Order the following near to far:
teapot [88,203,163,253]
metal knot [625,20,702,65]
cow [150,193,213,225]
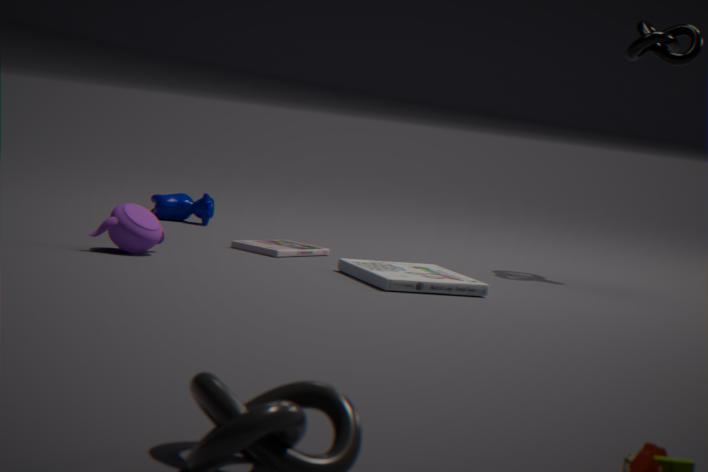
teapot [88,203,163,253] < metal knot [625,20,702,65] < cow [150,193,213,225]
